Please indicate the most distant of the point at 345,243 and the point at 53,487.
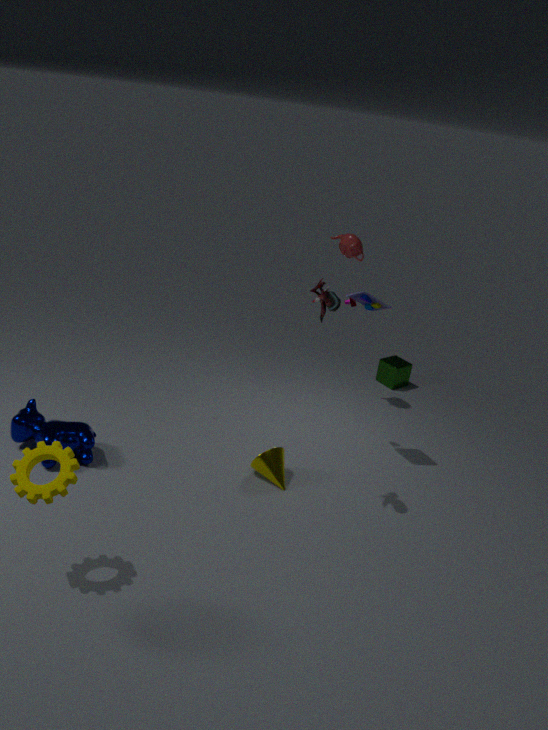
the point at 345,243
